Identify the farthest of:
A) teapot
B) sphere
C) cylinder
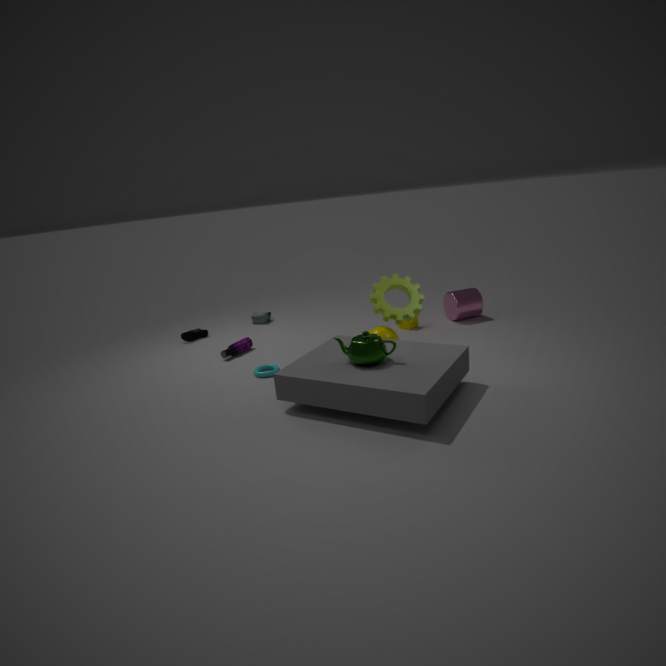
cylinder
